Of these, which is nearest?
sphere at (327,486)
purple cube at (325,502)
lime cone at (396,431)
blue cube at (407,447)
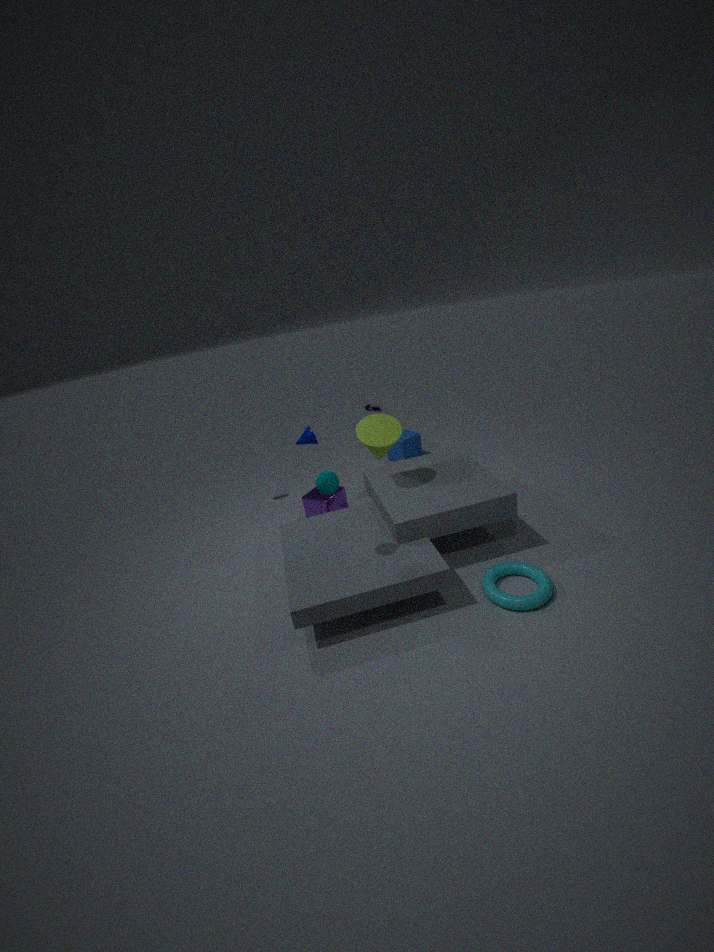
sphere at (327,486)
